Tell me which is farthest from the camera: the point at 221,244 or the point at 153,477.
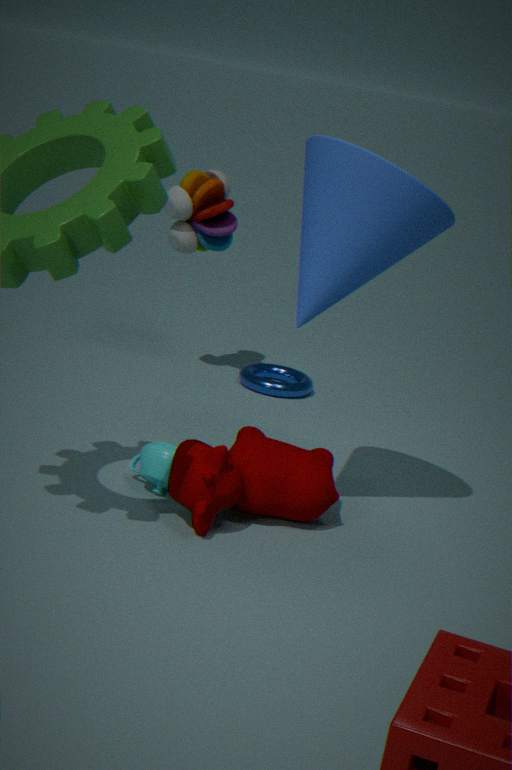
the point at 221,244
